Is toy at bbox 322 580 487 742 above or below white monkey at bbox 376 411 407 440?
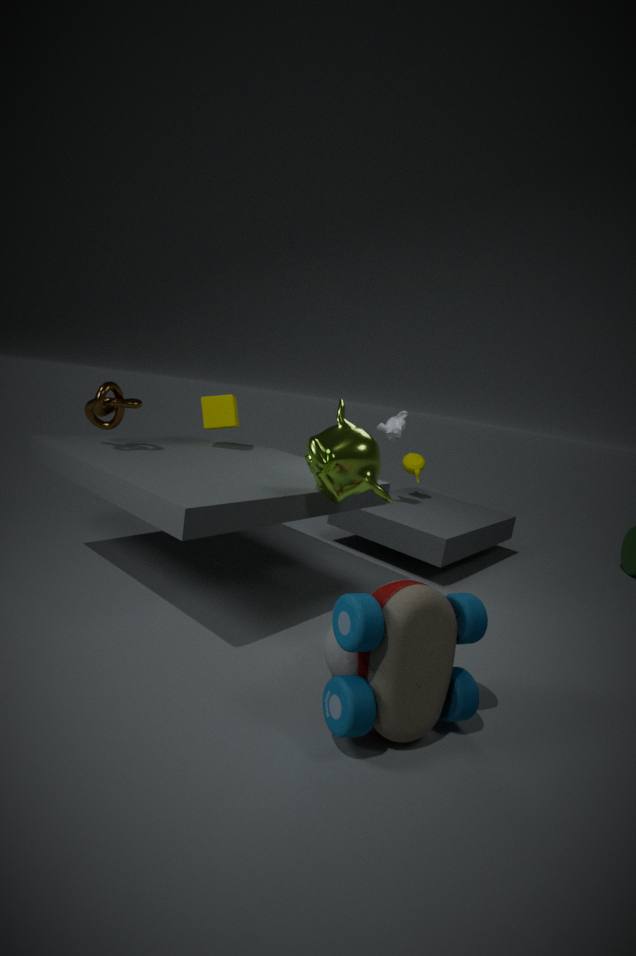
below
